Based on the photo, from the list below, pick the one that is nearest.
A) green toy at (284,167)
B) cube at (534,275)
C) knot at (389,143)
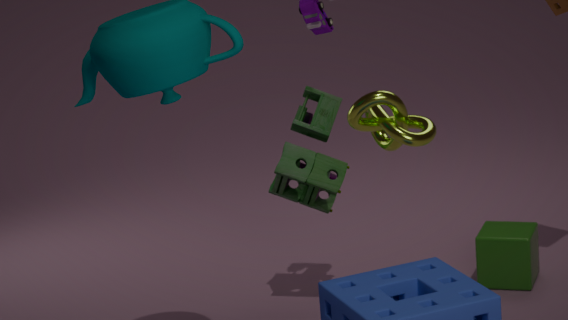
knot at (389,143)
